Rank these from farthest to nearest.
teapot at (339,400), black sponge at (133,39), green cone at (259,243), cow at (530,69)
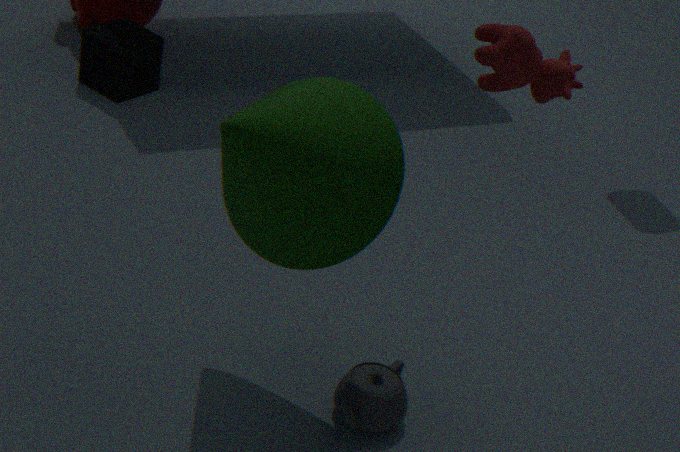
black sponge at (133,39) < teapot at (339,400) < cow at (530,69) < green cone at (259,243)
